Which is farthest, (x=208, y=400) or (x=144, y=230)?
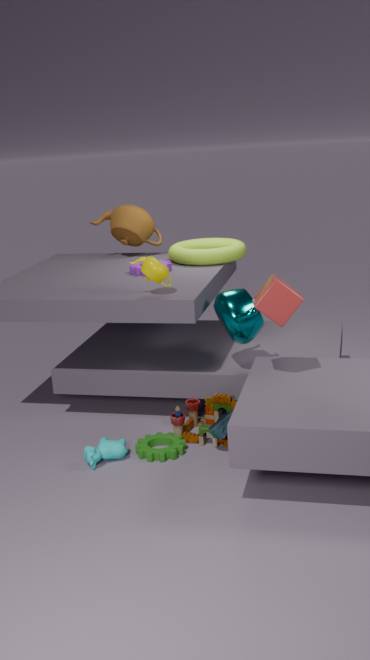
(x=144, y=230)
